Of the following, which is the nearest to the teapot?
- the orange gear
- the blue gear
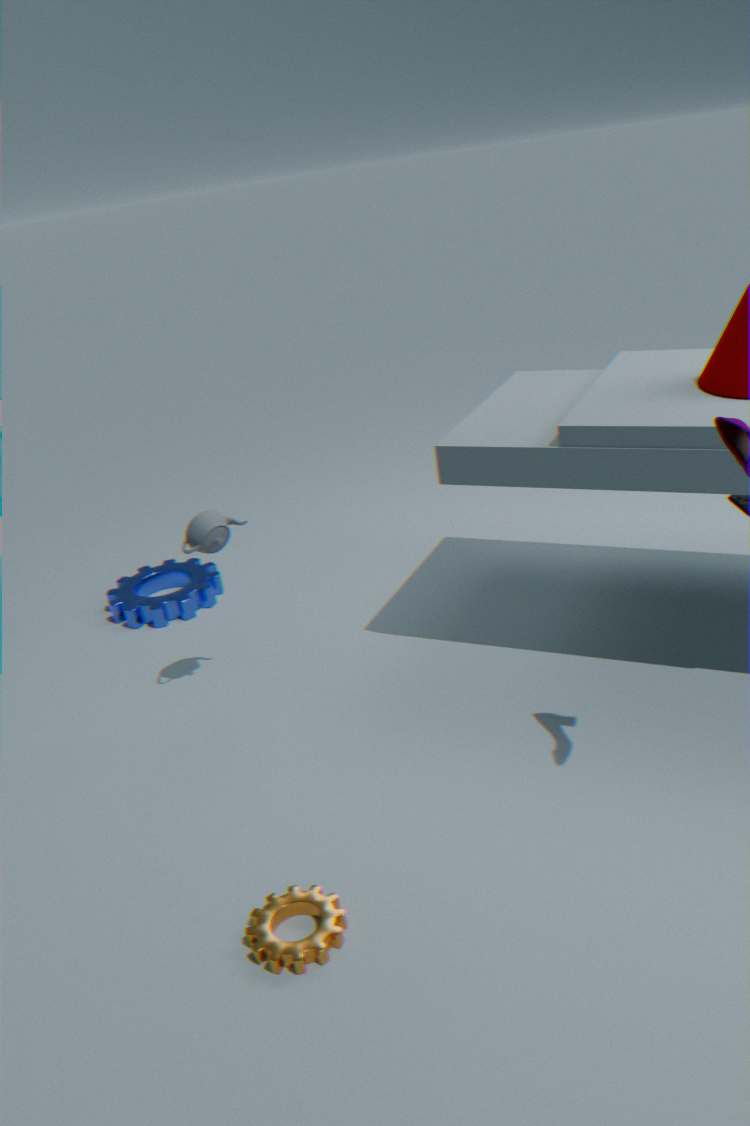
the blue gear
